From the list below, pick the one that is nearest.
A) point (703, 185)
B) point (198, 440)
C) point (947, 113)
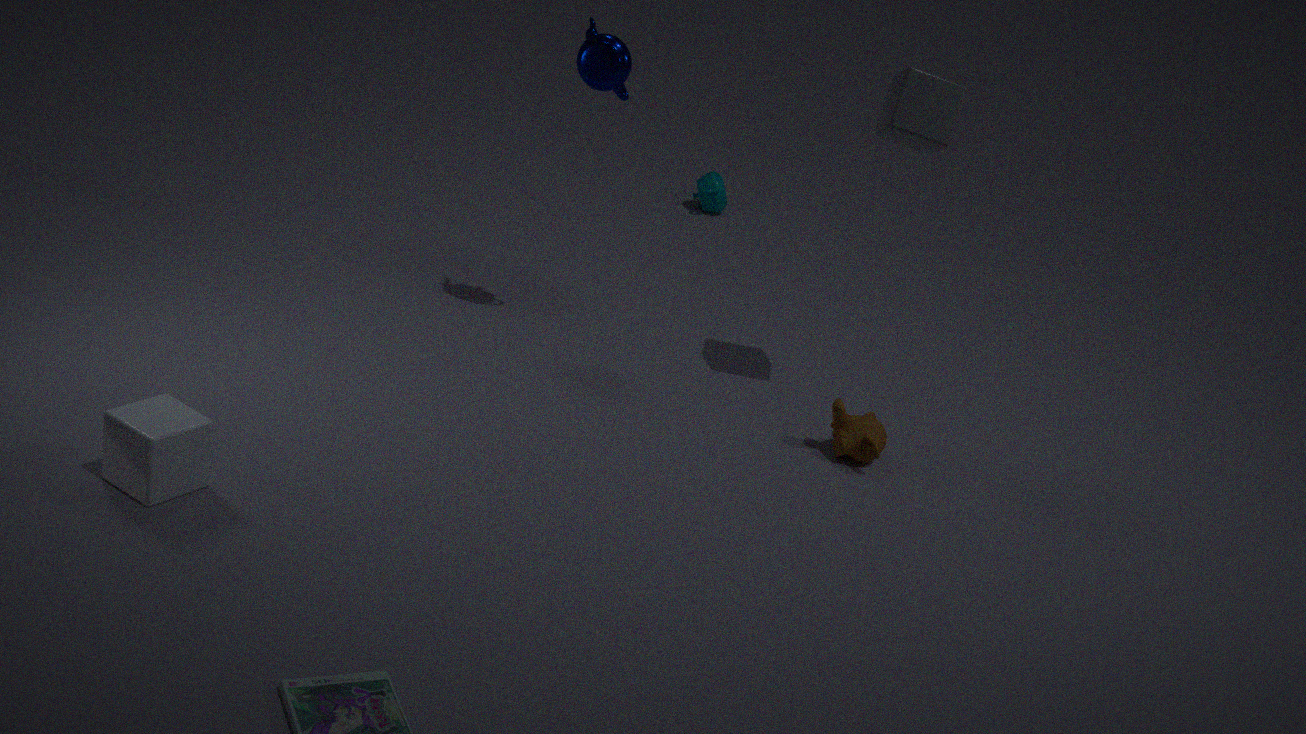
point (198, 440)
